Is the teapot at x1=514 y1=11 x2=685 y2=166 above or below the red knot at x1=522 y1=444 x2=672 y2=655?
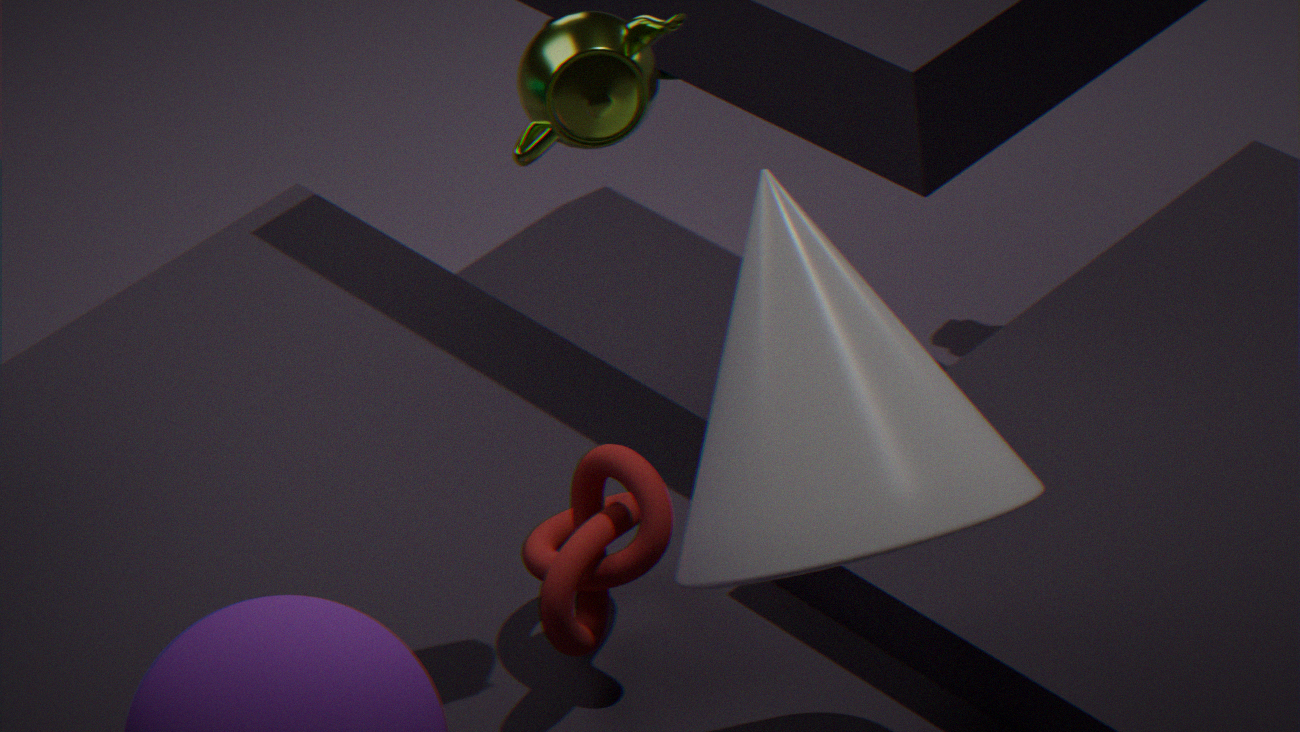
above
